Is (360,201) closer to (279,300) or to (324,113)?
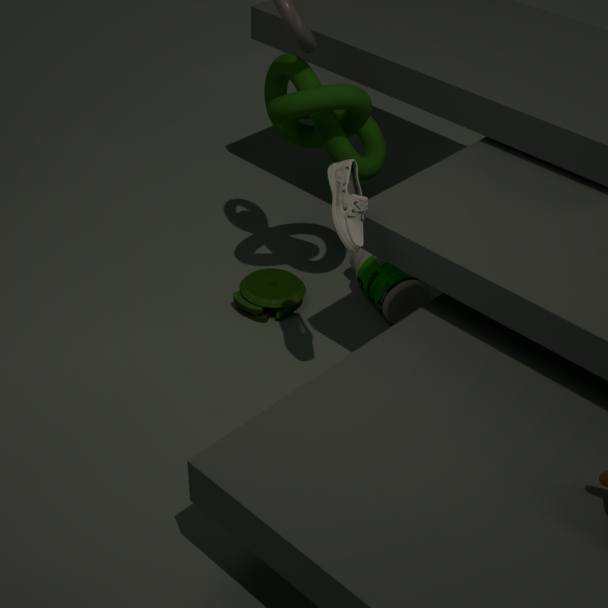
(324,113)
